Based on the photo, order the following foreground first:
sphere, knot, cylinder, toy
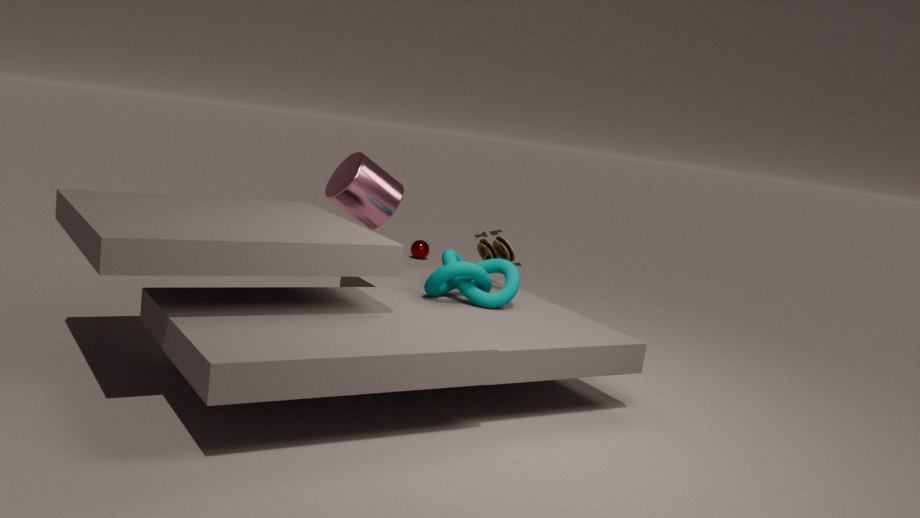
knot, toy, cylinder, sphere
